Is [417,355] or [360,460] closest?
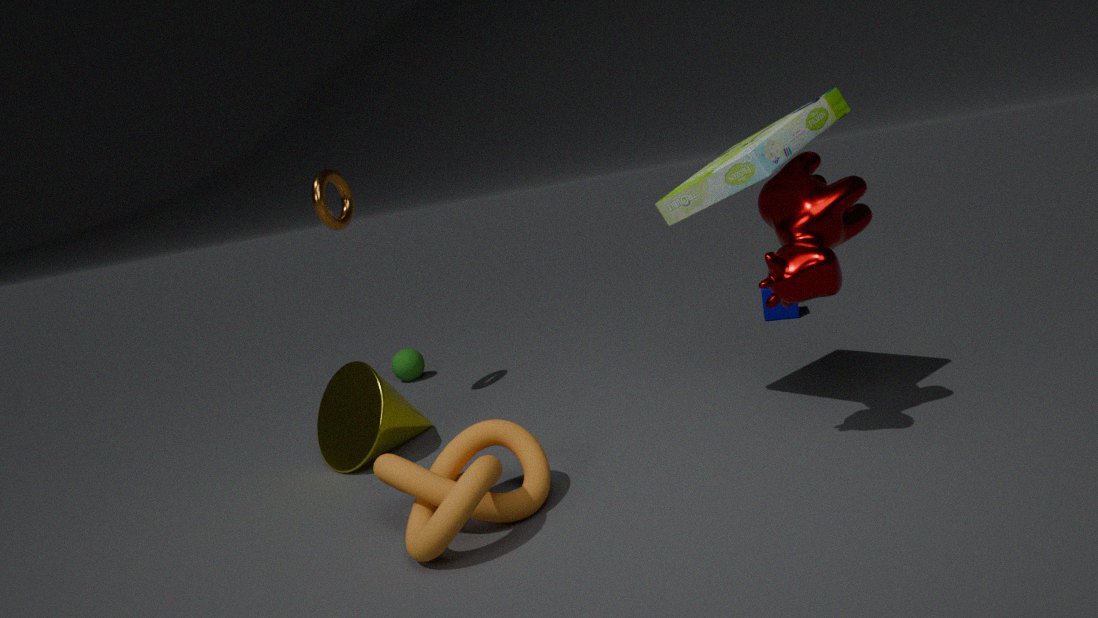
[360,460]
